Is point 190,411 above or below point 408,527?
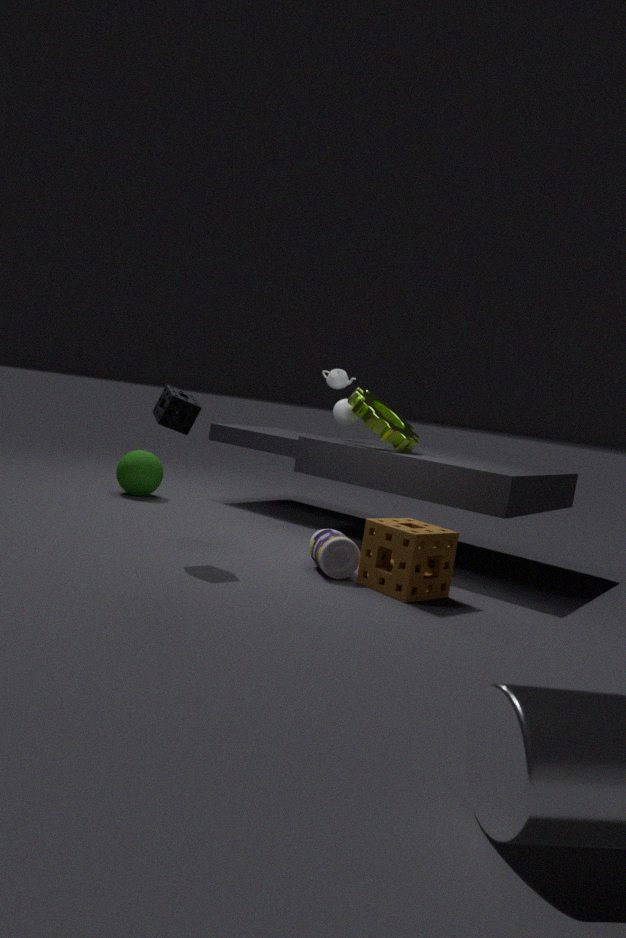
above
